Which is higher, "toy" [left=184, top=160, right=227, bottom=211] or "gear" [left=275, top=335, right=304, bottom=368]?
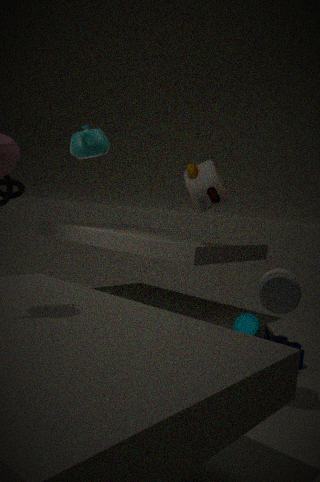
"toy" [left=184, top=160, right=227, bottom=211]
